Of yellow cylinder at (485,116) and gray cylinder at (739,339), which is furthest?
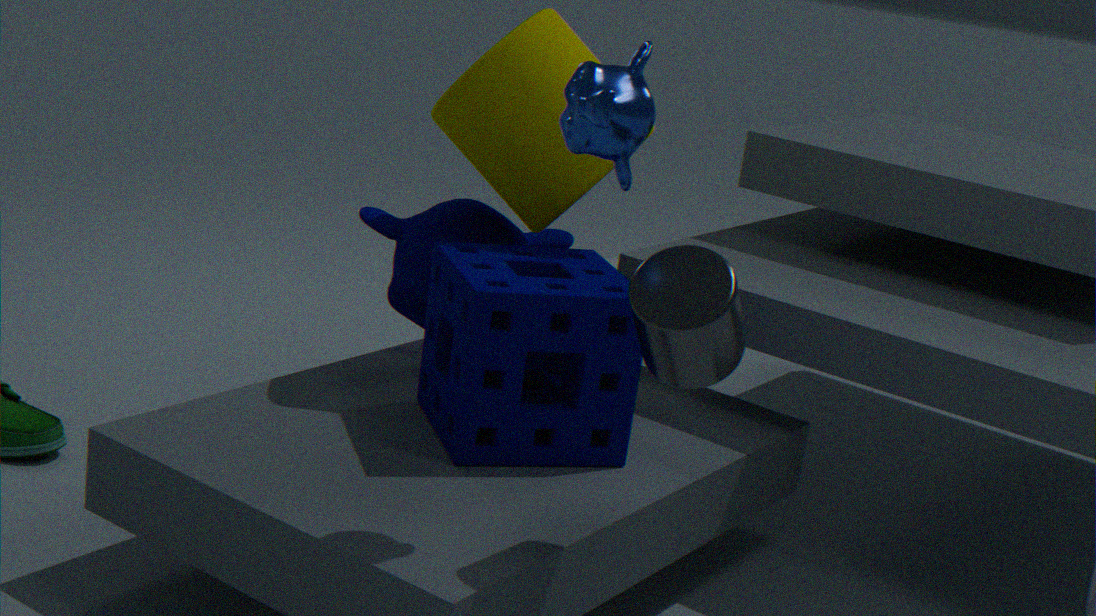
yellow cylinder at (485,116)
